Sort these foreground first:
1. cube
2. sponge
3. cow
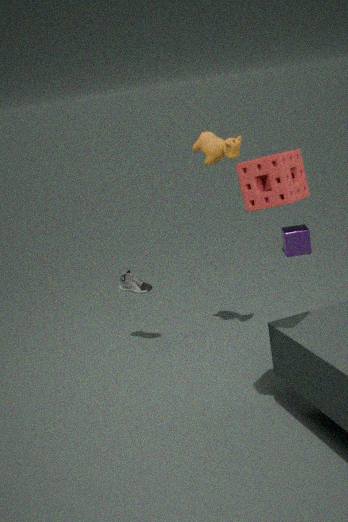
sponge → cow → cube
